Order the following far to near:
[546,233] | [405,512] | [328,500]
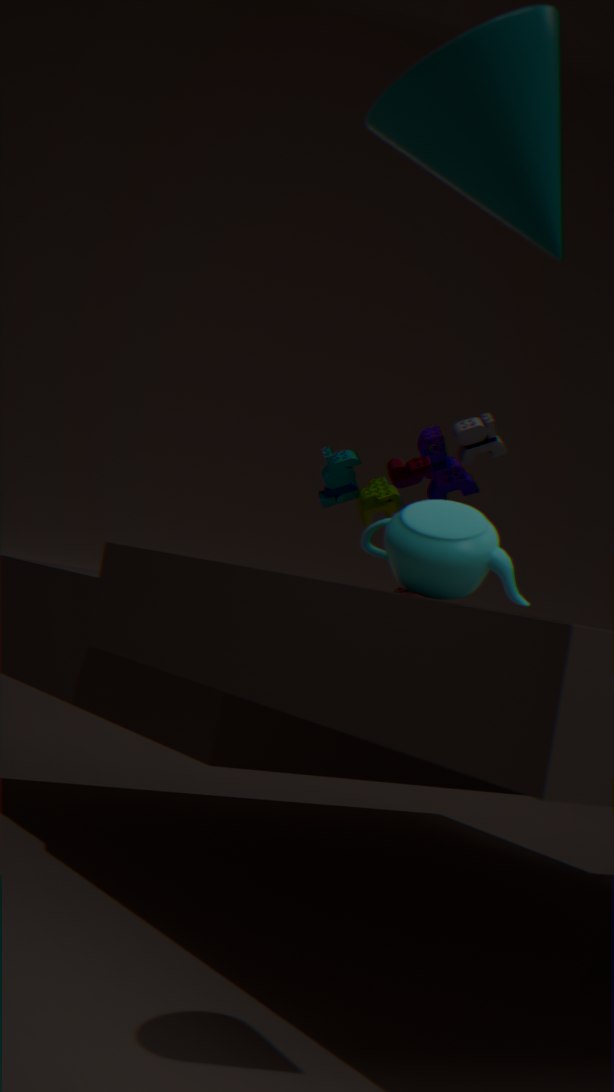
1. [328,500]
2. [405,512]
3. [546,233]
